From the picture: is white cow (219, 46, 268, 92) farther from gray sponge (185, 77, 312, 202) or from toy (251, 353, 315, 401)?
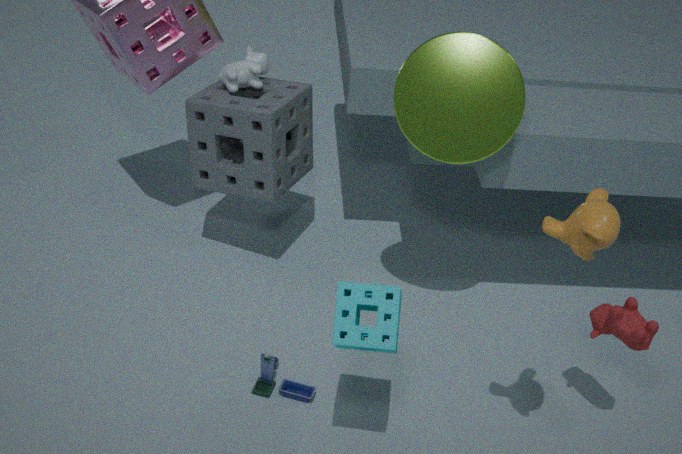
toy (251, 353, 315, 401)
